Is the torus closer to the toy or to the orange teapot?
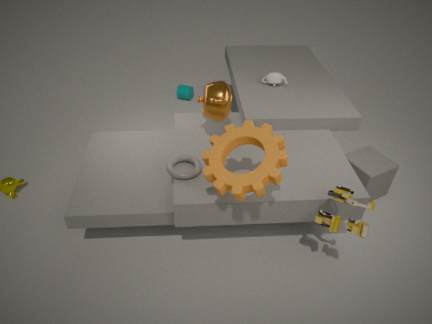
the orange teapot
